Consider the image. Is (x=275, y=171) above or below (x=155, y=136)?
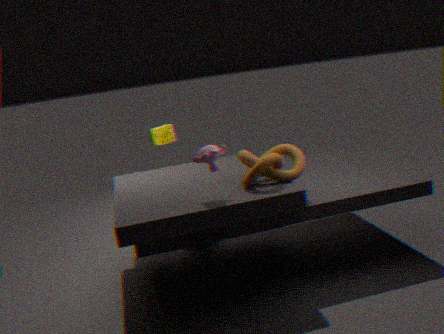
below
